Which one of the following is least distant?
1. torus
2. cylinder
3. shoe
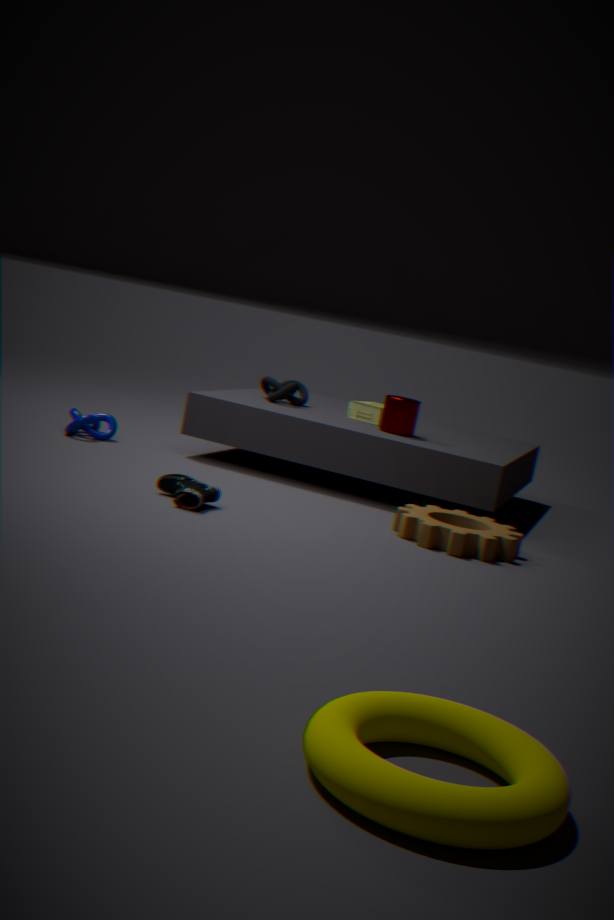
torus
